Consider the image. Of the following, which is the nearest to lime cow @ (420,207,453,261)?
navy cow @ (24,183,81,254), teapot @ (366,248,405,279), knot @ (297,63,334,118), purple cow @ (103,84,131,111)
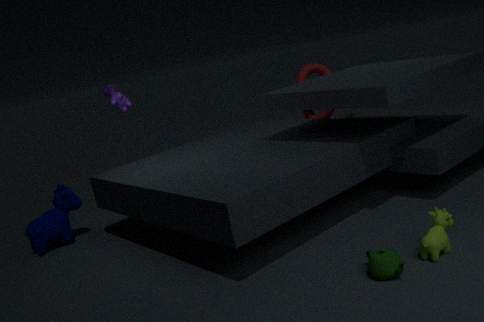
teapot @ (366,248,405,279)
